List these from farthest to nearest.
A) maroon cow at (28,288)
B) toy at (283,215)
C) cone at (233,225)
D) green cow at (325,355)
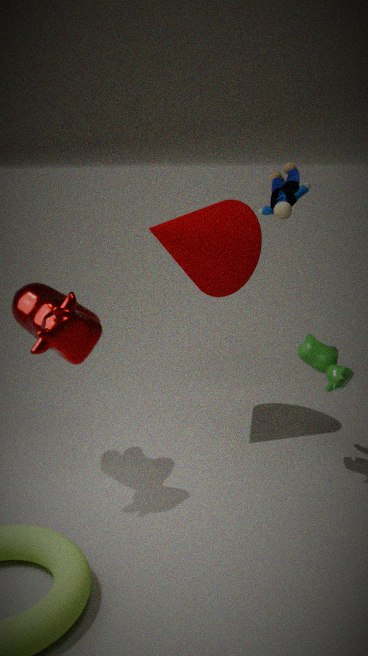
cone at (233,225)
green cow at (325,355)
toy at (283,215)
maroon cow at (28,288)
